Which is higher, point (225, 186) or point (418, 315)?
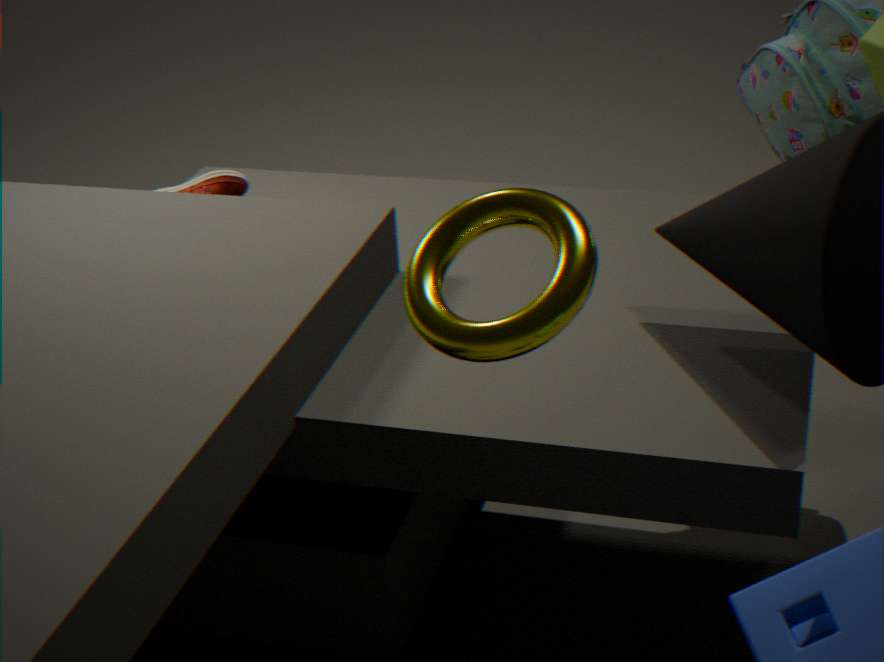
point (418, 315)
